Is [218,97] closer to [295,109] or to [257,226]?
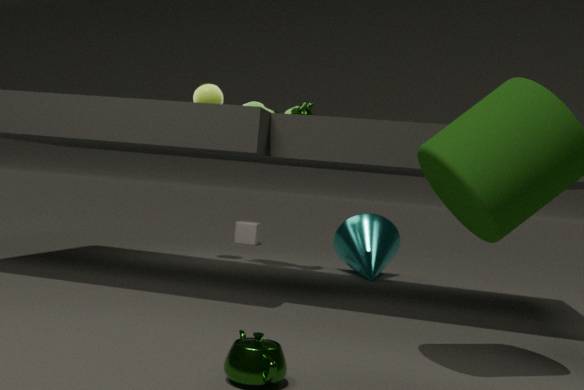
[295,109]
